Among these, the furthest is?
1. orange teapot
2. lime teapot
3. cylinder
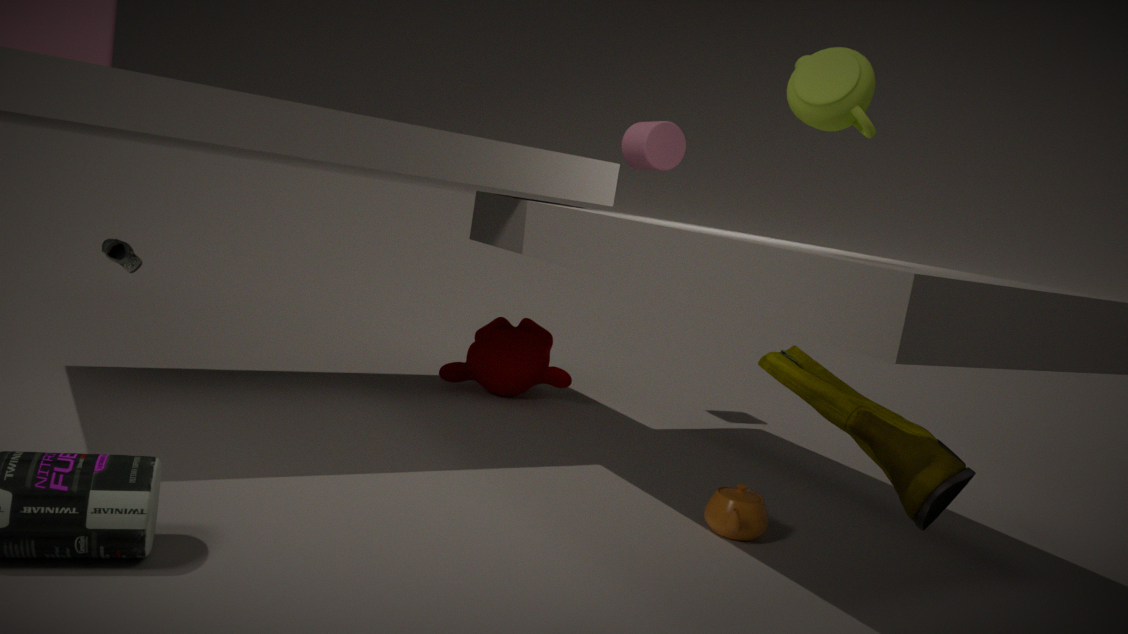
cylinder
